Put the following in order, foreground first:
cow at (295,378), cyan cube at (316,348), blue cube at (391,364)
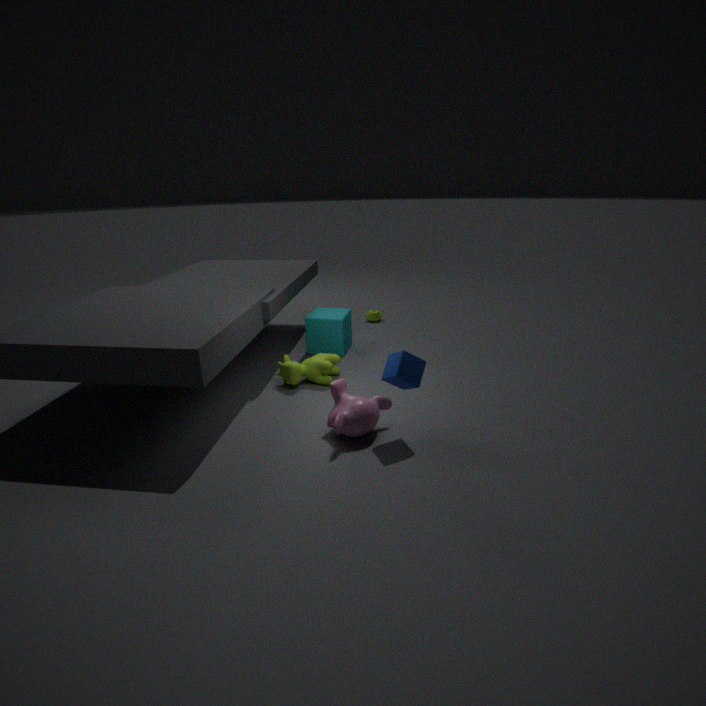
blue cube at (391,364) → cow at (295,378) → cyan cube at (316,348)
